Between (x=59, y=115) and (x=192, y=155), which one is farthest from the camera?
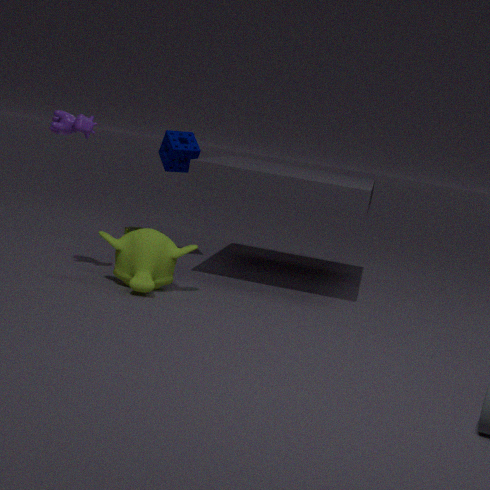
(x=192, y=155)
